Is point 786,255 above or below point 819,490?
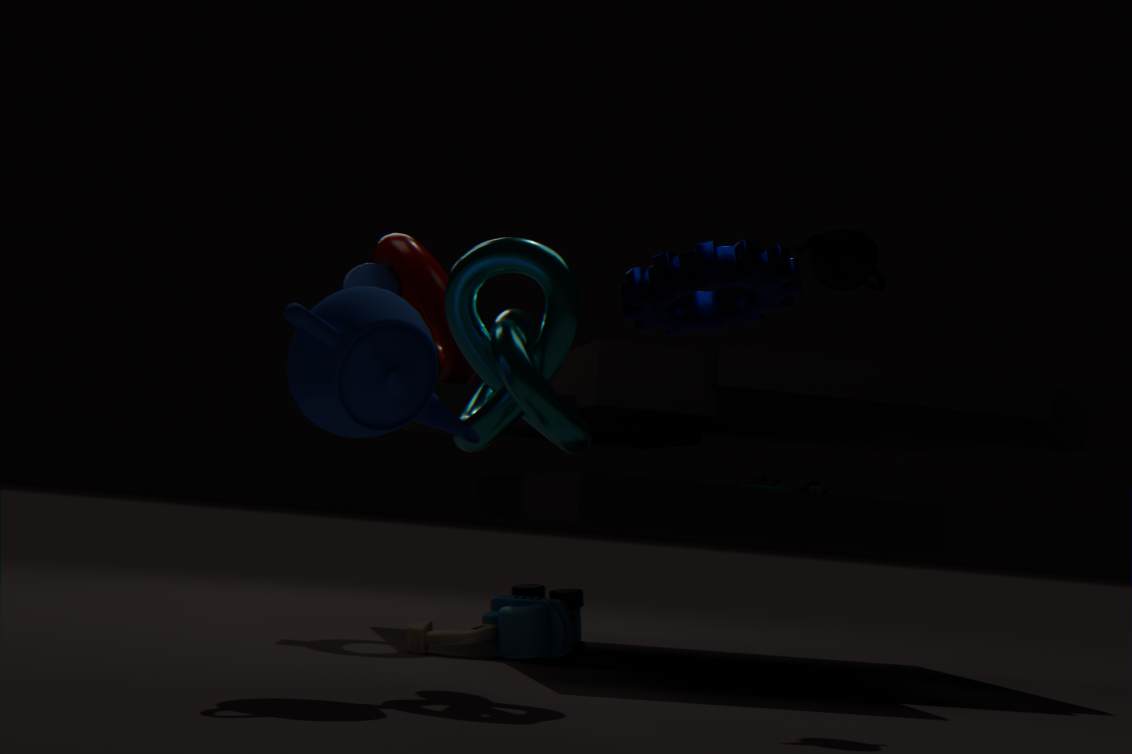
above
